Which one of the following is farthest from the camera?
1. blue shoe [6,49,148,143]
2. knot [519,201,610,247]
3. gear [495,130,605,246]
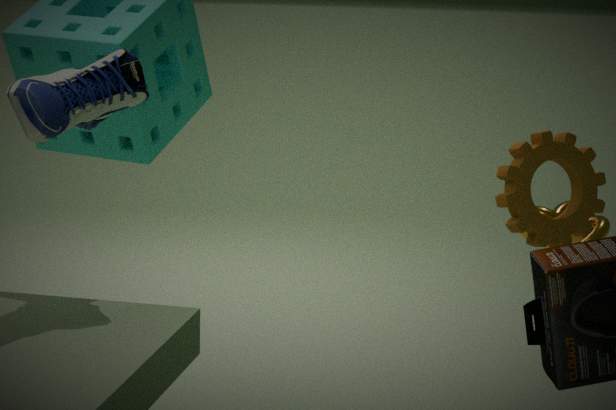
knot [519,201,610,247]
